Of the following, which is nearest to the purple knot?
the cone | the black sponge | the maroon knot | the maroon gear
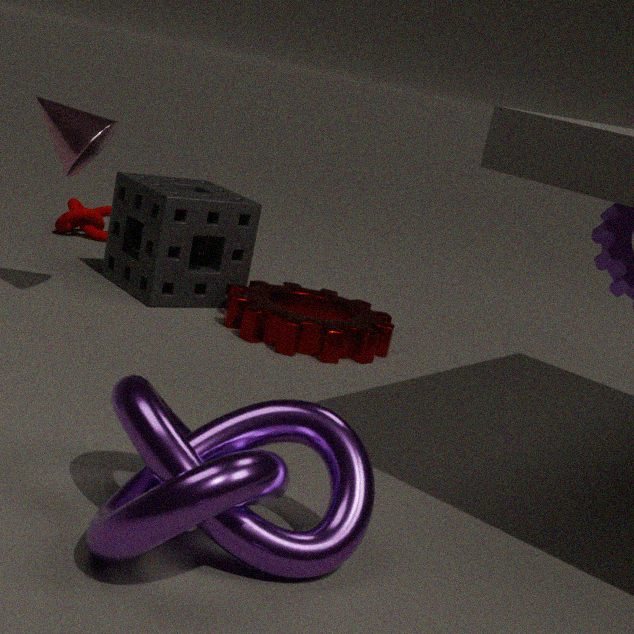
the maroon gear
